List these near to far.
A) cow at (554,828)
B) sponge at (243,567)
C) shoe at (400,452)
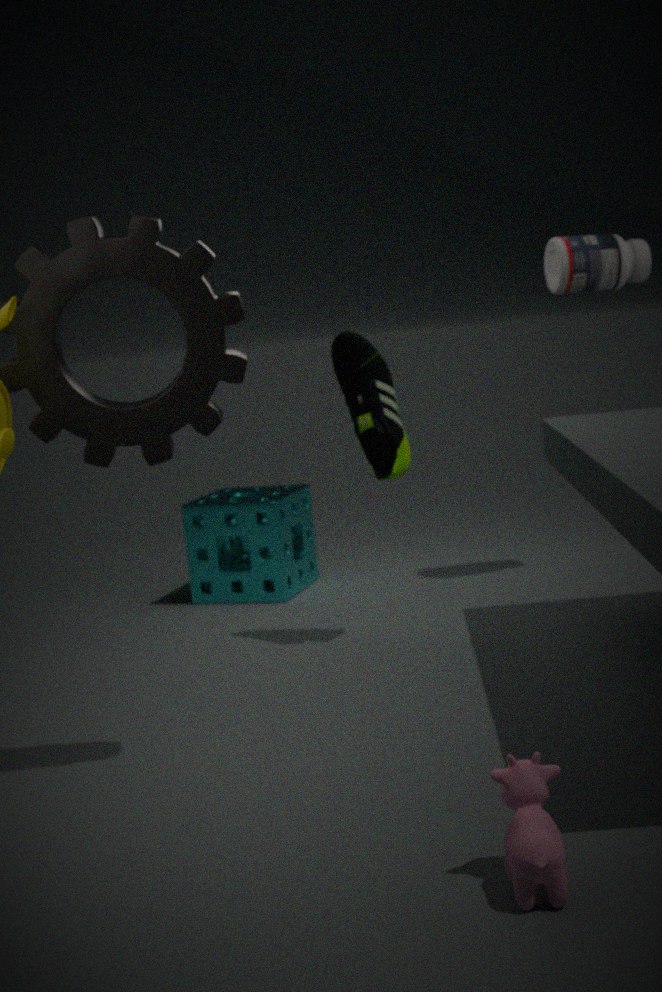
1. cow at (554,828)
2. shoe at (400,452)
3. sponge at (243,567)
